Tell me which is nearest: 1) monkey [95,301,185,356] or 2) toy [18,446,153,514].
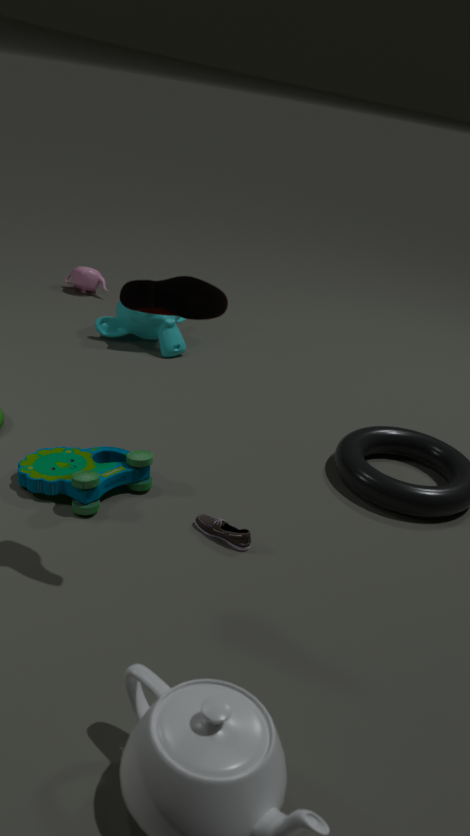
2. toy [18,446,153,514]
